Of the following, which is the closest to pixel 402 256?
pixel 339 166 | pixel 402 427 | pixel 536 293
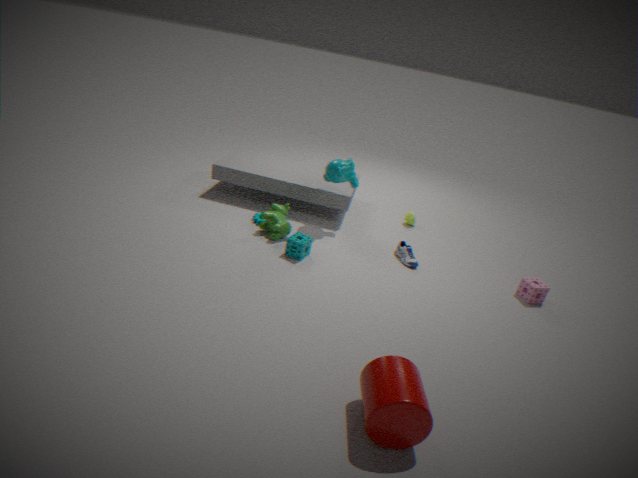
pixel 339 166
